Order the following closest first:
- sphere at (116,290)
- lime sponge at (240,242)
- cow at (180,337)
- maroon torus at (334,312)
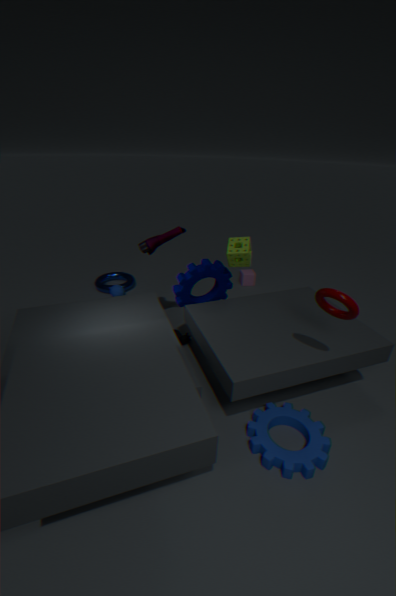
maroon torus at (334,312) → lime sponge at (240,242) → cow at (180,337) → sphere at (116,290)
